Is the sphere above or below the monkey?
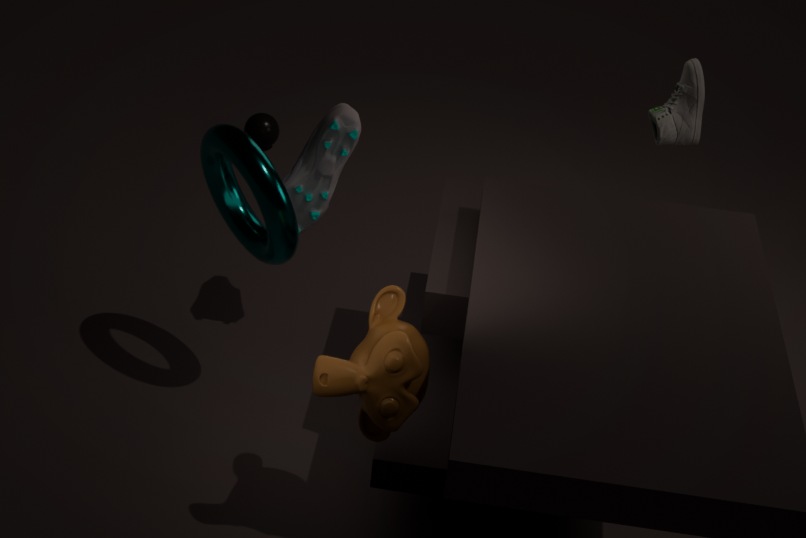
below
